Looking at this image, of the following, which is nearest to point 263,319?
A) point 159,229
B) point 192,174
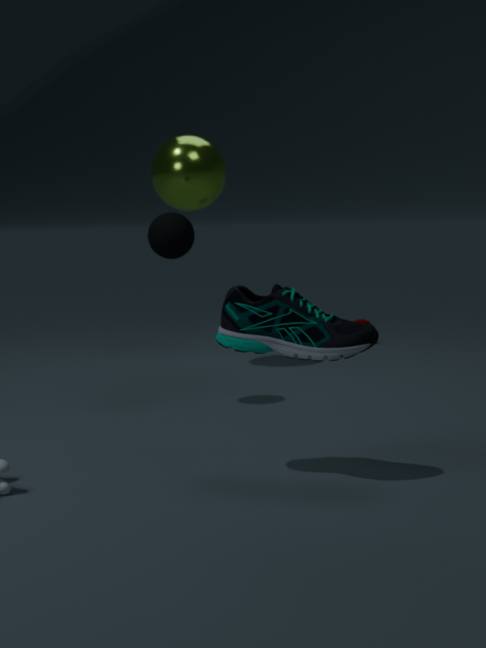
point 159,229
